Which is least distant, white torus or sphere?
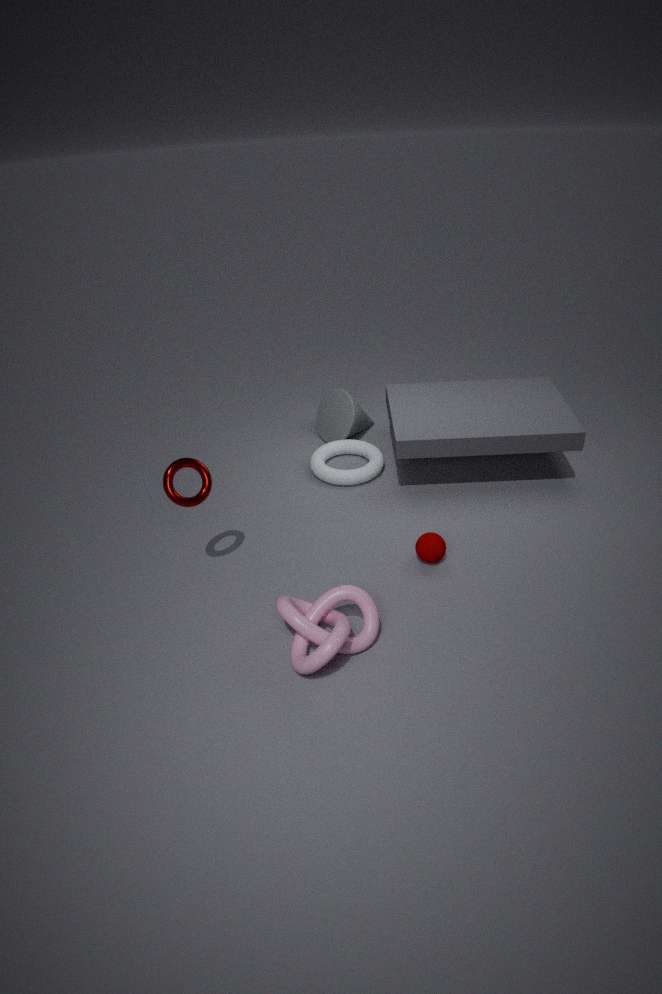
sphere
